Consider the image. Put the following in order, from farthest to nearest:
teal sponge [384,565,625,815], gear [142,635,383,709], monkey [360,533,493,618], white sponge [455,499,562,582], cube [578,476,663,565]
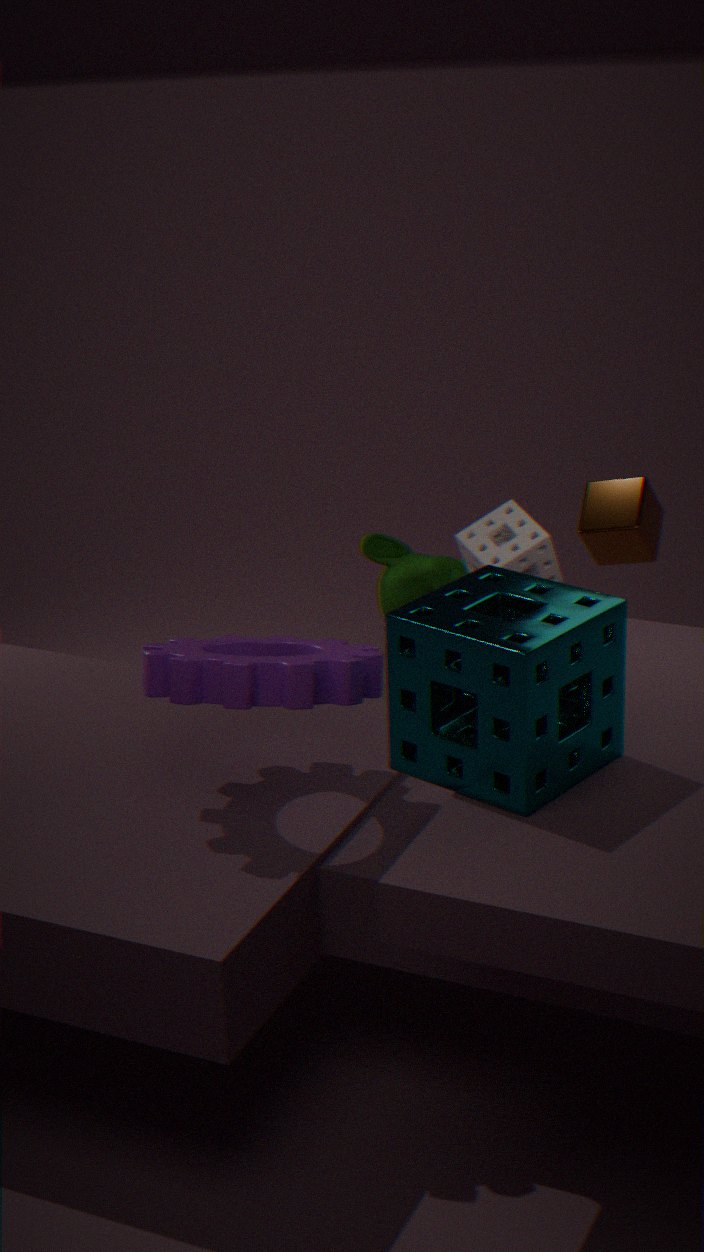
cube [578,476,663,565], monkey [360,533,493,618], white sponge [455,499,562,582], gear [142,635,383,709], teal sponge [384,565,625,815]
